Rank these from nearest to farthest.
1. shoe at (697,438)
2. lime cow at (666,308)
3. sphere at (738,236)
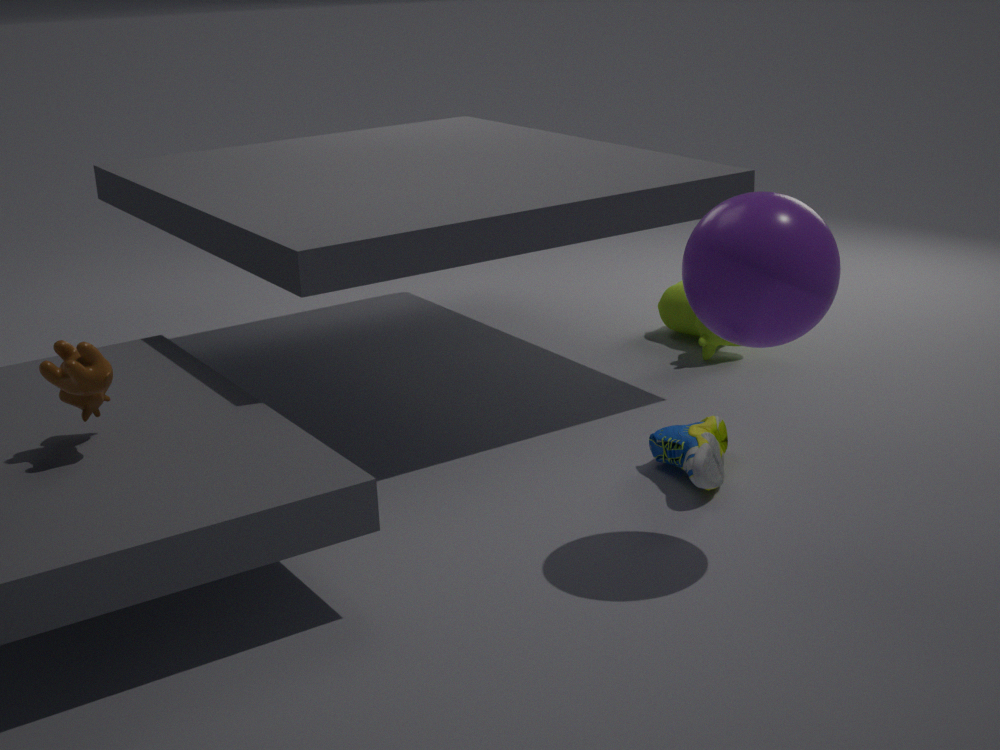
sphere at (738,236)
shoe at (697,438)
lime cow at (666,308)
